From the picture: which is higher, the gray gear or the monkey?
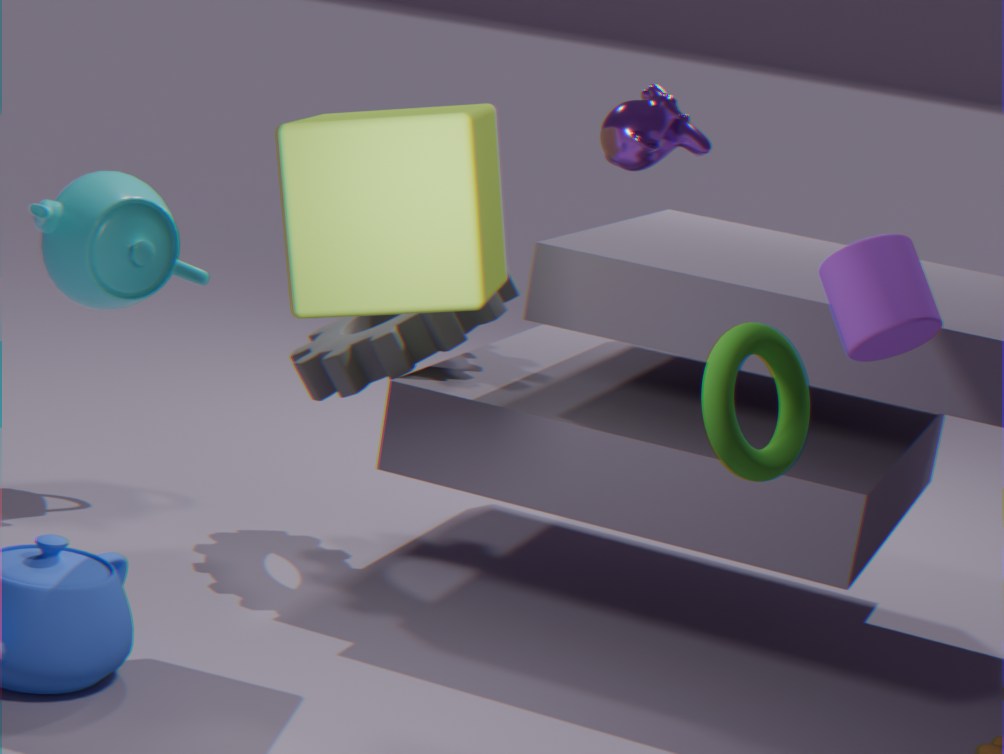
the monkey
